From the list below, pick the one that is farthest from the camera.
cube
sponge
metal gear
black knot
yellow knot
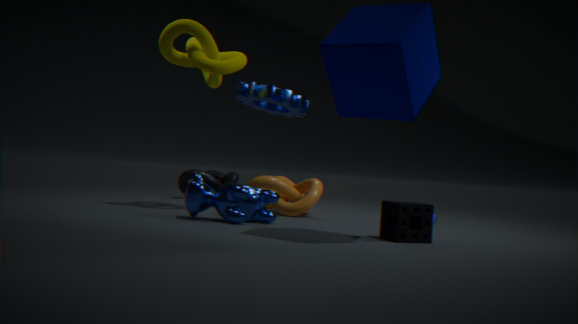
black knot
